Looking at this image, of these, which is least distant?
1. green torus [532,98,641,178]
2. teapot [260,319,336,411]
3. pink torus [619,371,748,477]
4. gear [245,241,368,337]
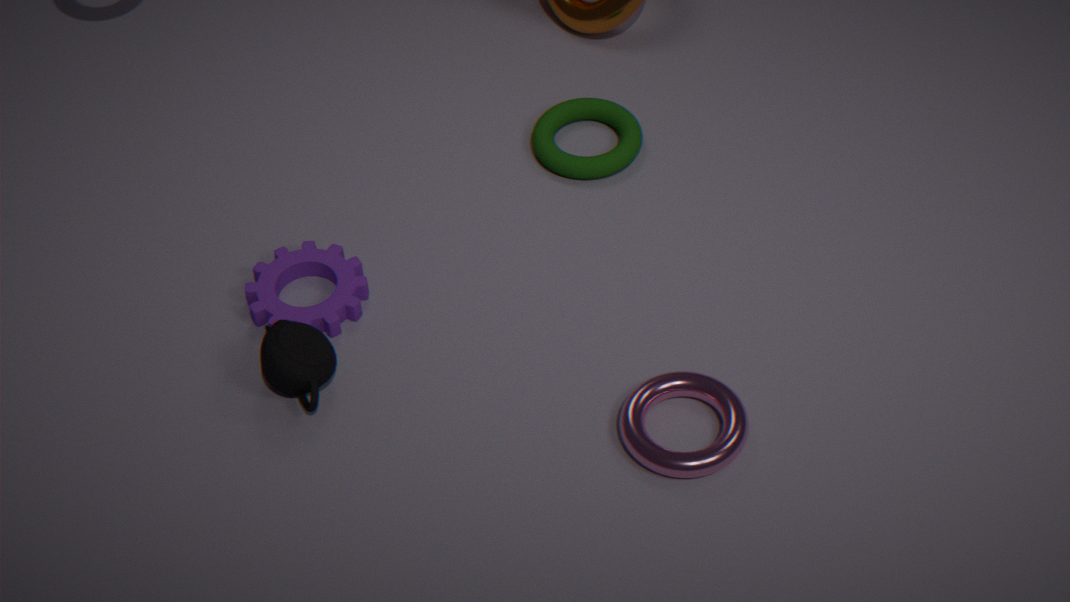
pink torus [619,371,748,477]
